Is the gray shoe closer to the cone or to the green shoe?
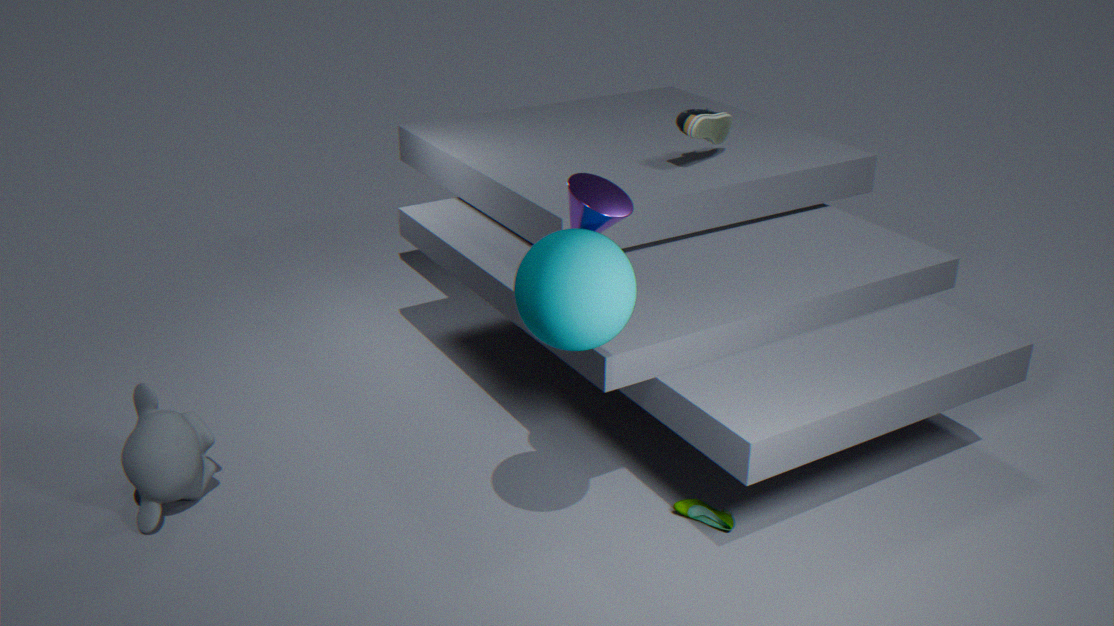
the cone
